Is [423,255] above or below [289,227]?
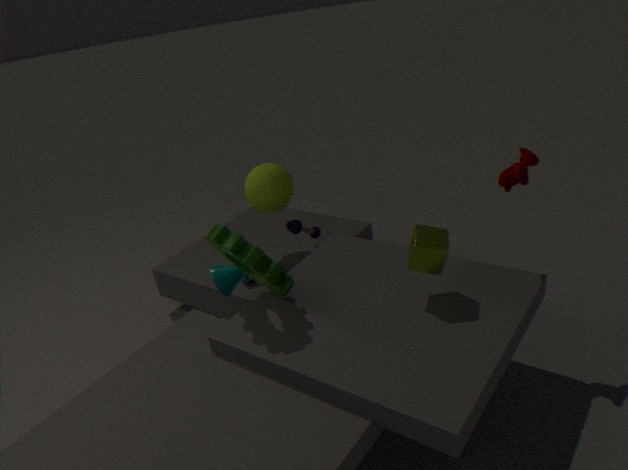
above
